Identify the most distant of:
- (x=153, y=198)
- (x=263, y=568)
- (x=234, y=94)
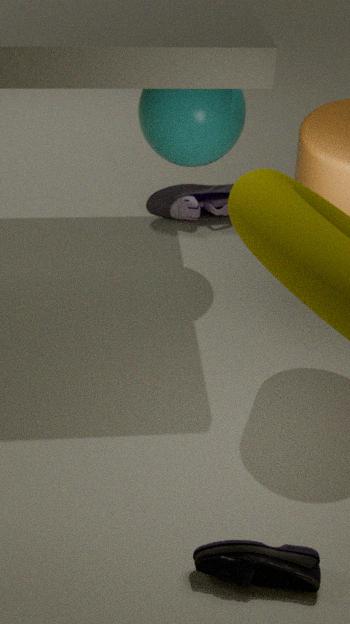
(x=153, y=198)
